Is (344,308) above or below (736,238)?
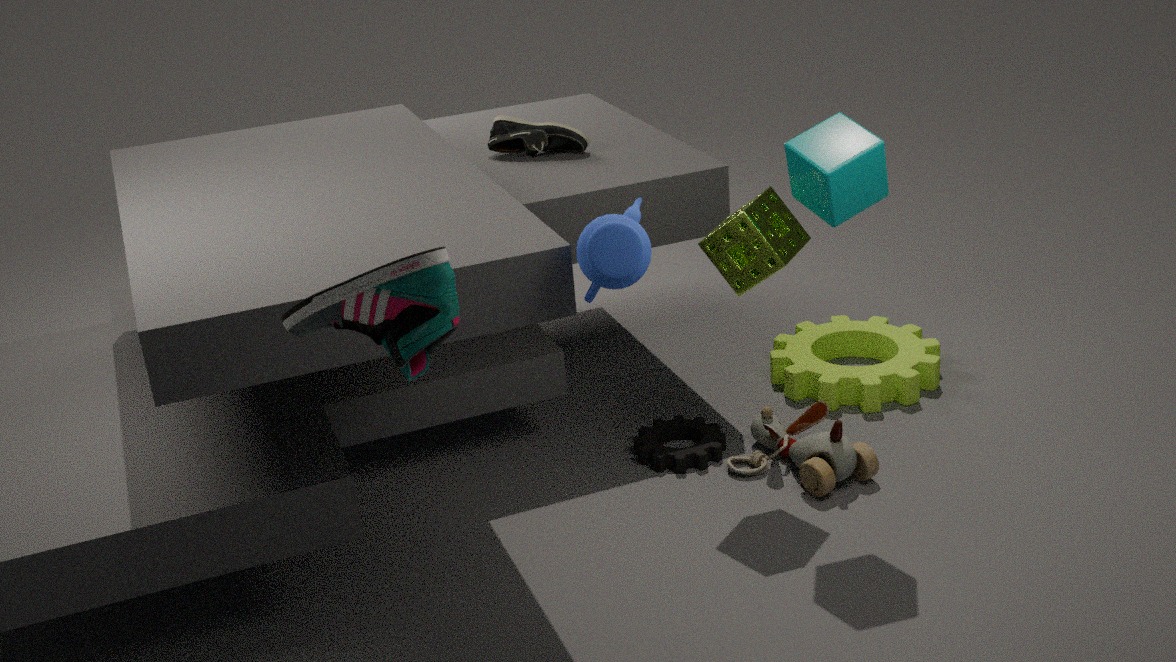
above
